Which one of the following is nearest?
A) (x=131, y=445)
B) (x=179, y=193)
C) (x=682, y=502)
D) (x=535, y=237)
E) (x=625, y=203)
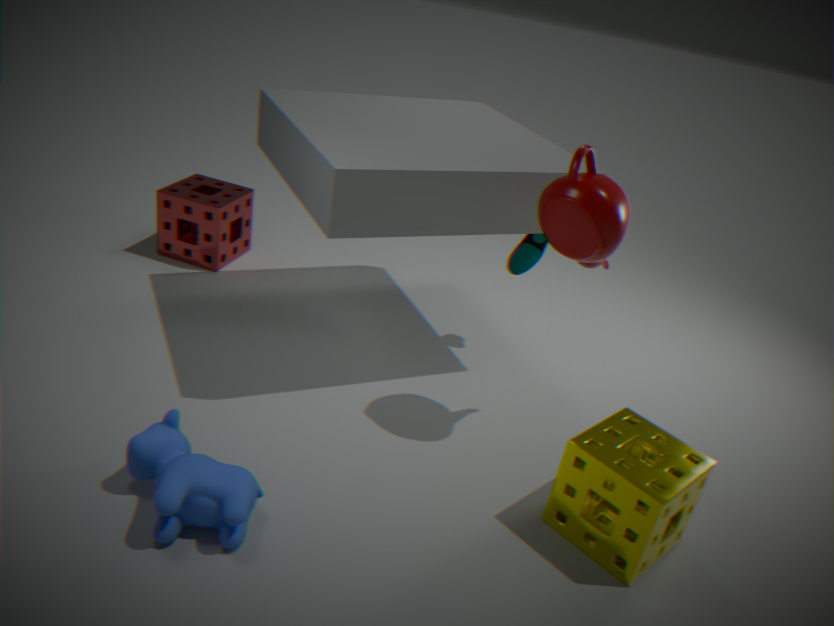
(x=131, y=445)
